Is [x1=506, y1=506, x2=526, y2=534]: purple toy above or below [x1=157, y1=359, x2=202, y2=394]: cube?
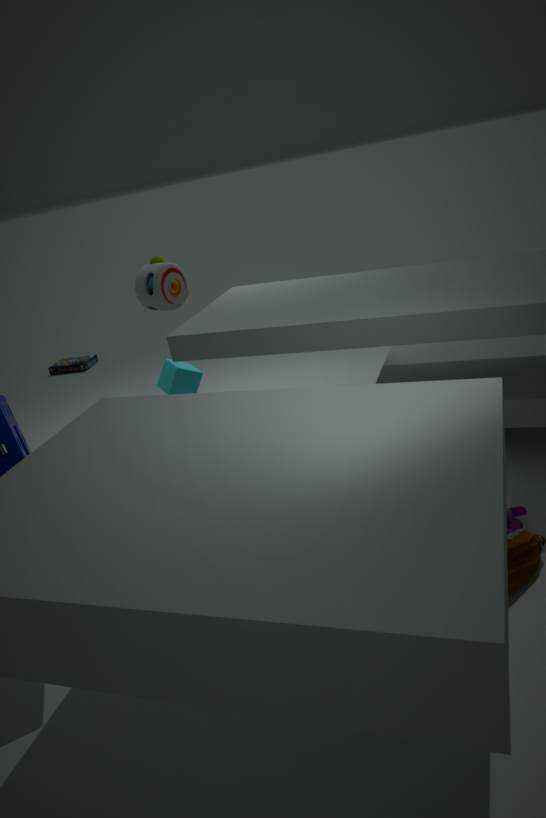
below
